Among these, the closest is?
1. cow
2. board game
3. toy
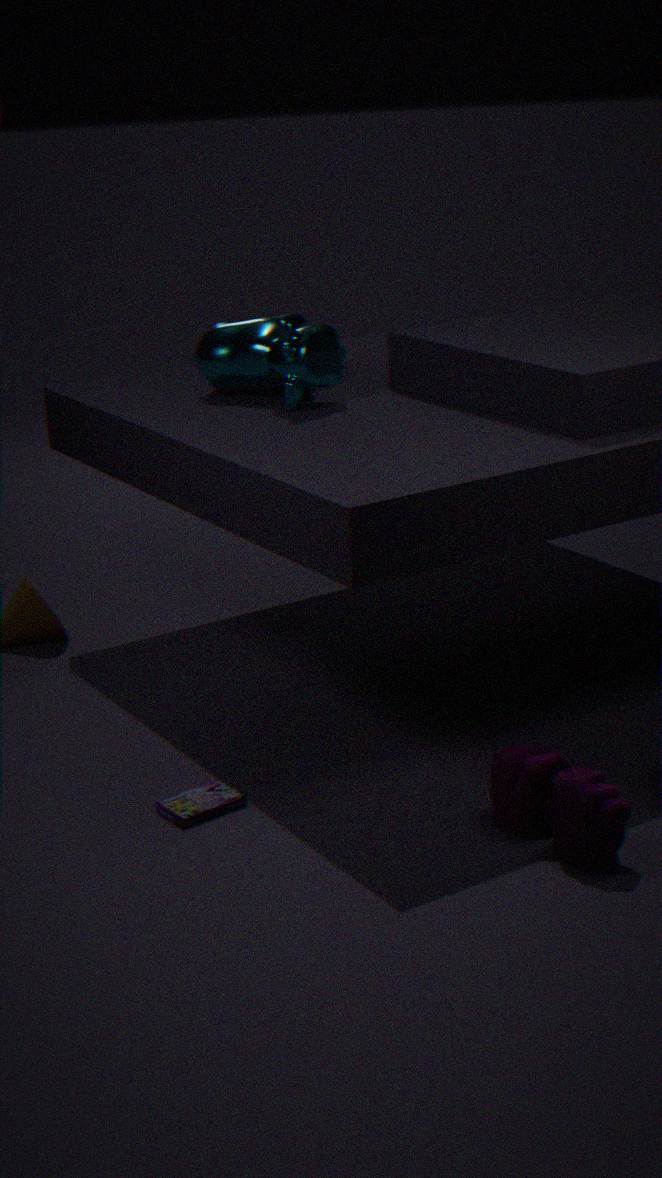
toy
